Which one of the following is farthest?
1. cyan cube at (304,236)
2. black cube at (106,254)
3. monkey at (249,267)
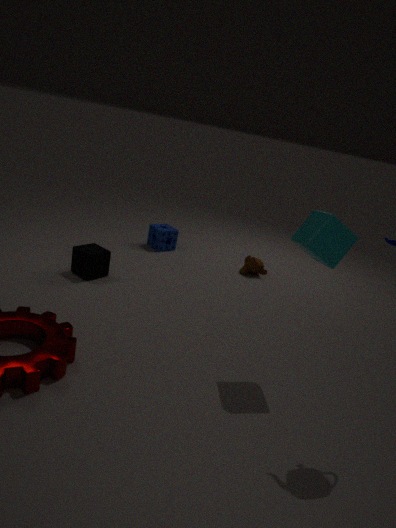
monkey at (249,267)
